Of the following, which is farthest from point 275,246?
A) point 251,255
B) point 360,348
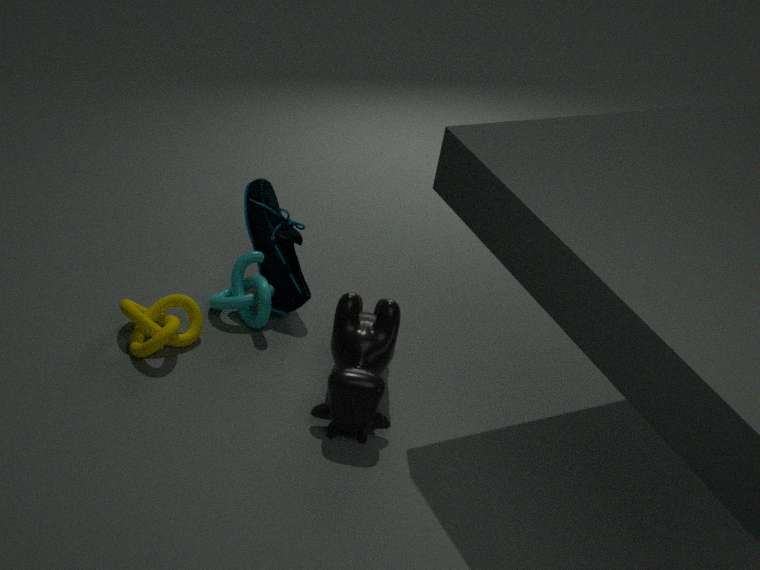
point 360,348
